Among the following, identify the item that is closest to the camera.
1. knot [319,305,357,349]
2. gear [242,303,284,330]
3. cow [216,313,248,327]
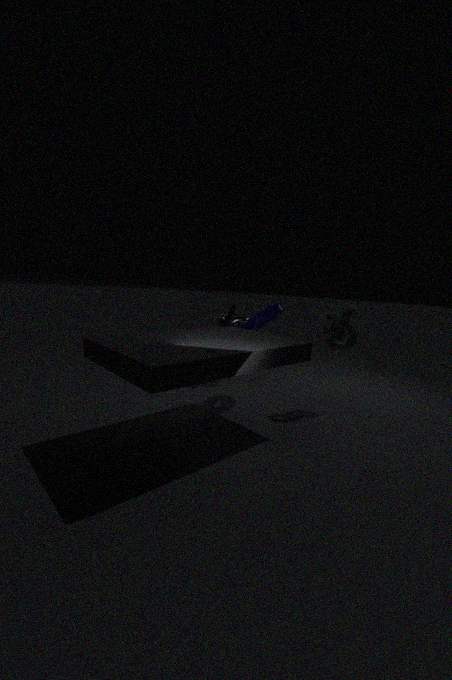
knot [319,305,357,349]
